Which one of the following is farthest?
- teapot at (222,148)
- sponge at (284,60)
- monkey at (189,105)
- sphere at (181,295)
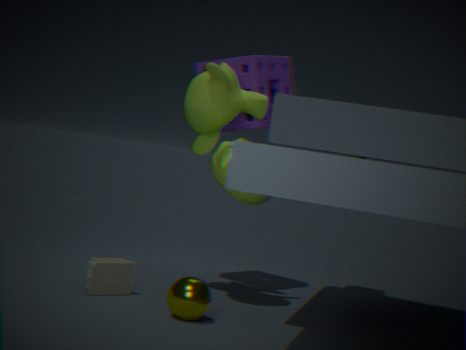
sponge at (284,60)
